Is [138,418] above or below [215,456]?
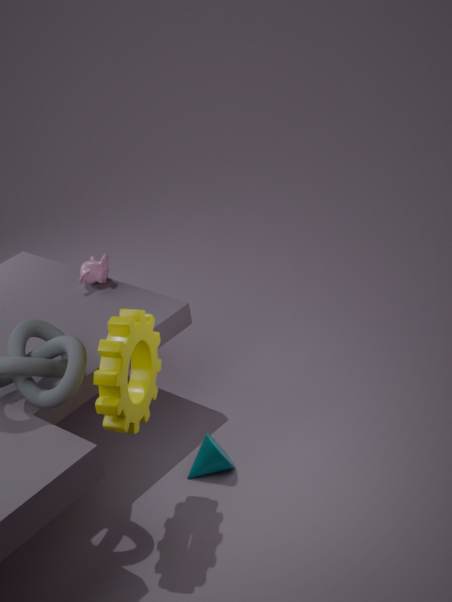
above
